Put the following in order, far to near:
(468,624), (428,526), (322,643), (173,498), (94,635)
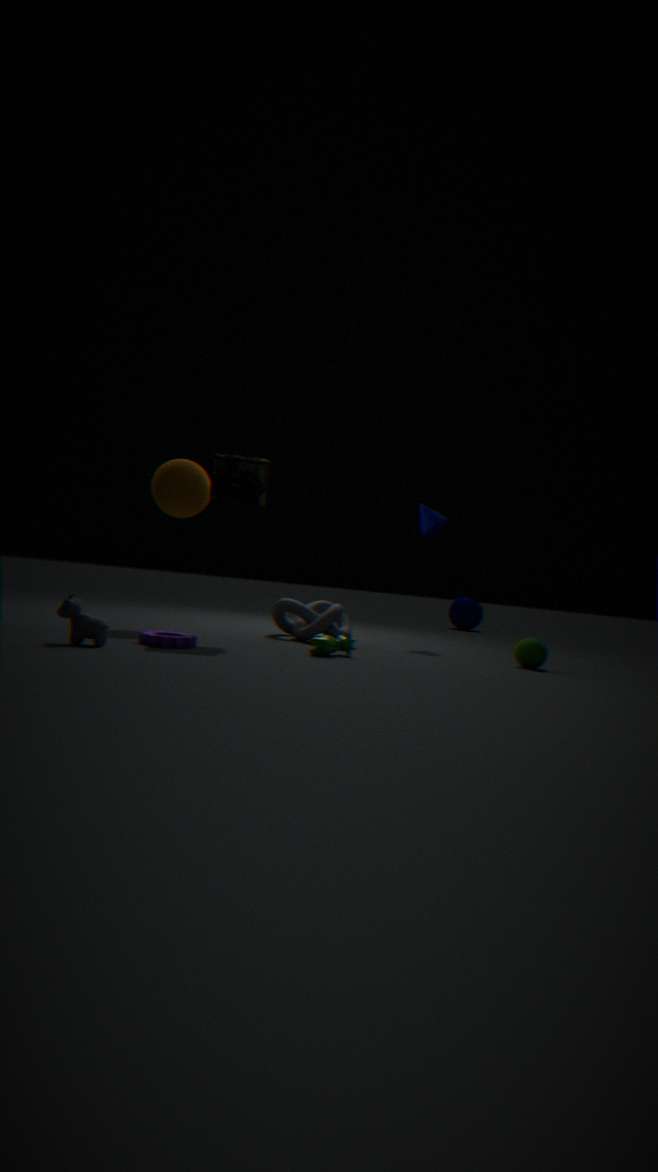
(468,624), (428,526), (173,498), (322,643), (94,635)
